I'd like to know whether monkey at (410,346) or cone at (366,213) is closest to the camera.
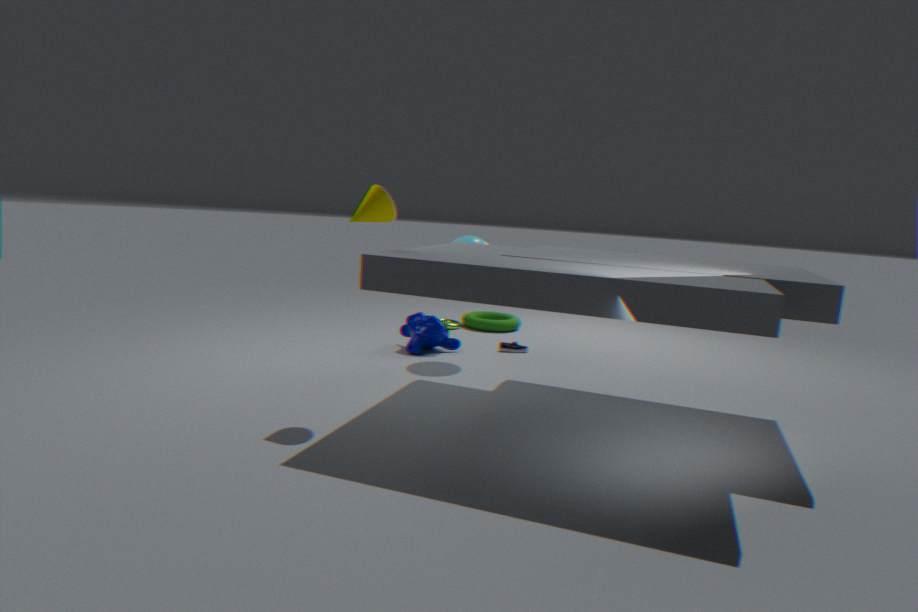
cone at (366,213)
